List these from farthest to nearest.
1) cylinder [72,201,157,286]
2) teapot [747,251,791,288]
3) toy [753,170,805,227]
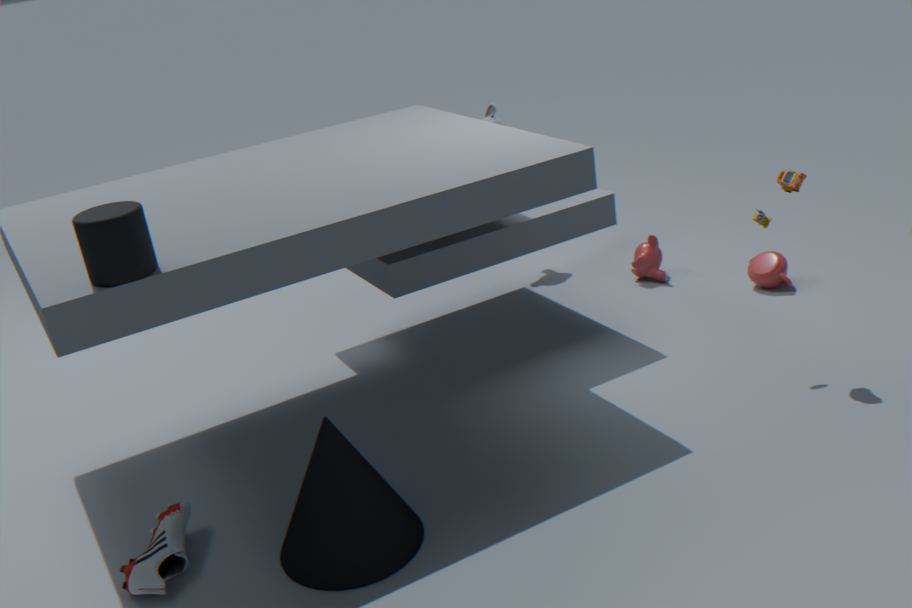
1. 2. teapot [747,251,791,288]
2. 3. toy [753,170,805,227]
3. 1. cylinder [72,201,157,286]
